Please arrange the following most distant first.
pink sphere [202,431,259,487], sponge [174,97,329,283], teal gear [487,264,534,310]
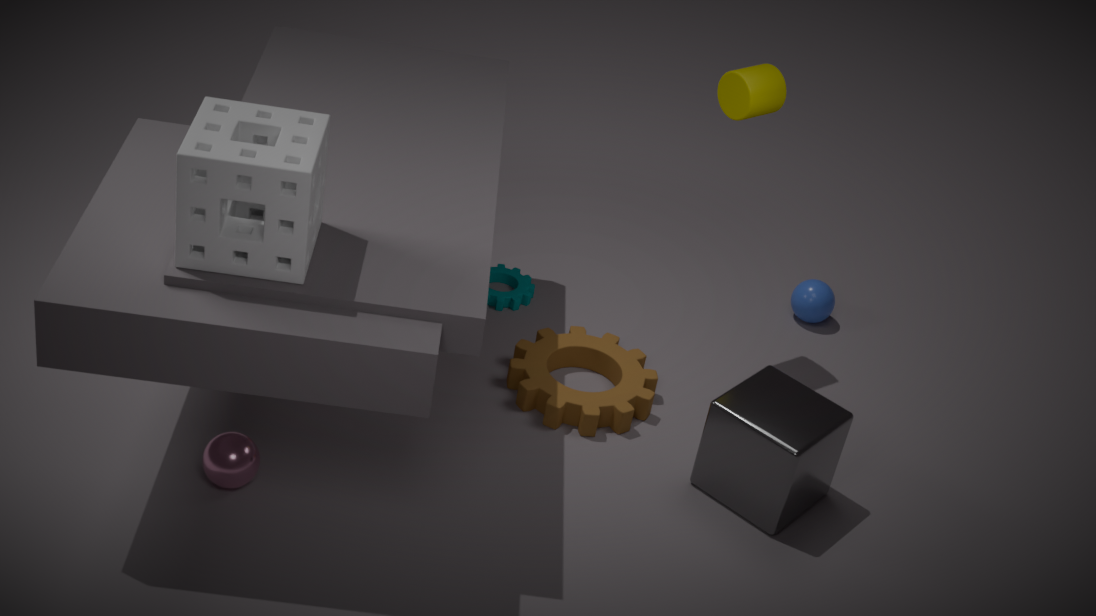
teal gear [487,264,534,310]
pink sphere [202,431,259,487]
sponge [174,97,329,283]
